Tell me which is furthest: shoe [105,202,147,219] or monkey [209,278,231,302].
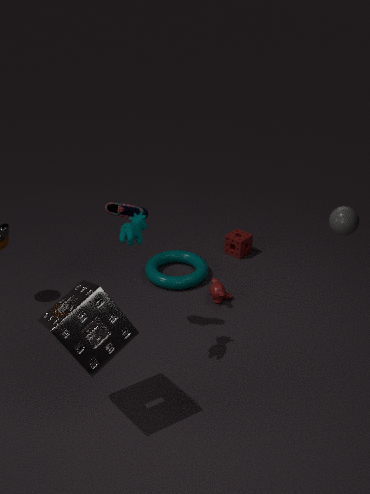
monkey [209,278,231,302]
